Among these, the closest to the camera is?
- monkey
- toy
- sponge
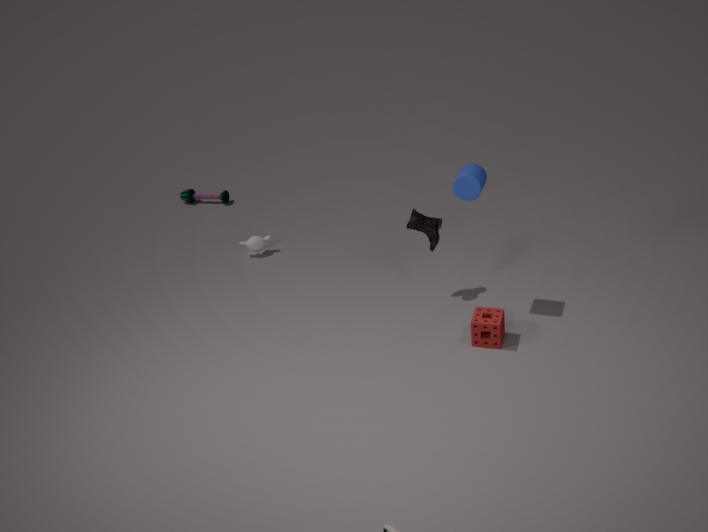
sponge
